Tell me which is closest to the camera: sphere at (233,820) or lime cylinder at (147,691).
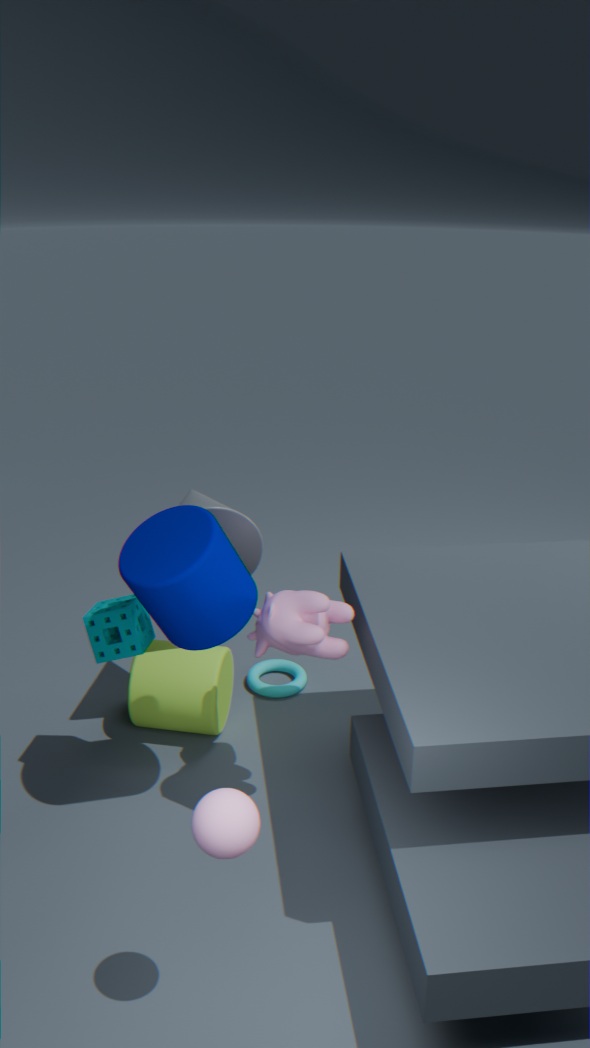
sphere at (233,820)
